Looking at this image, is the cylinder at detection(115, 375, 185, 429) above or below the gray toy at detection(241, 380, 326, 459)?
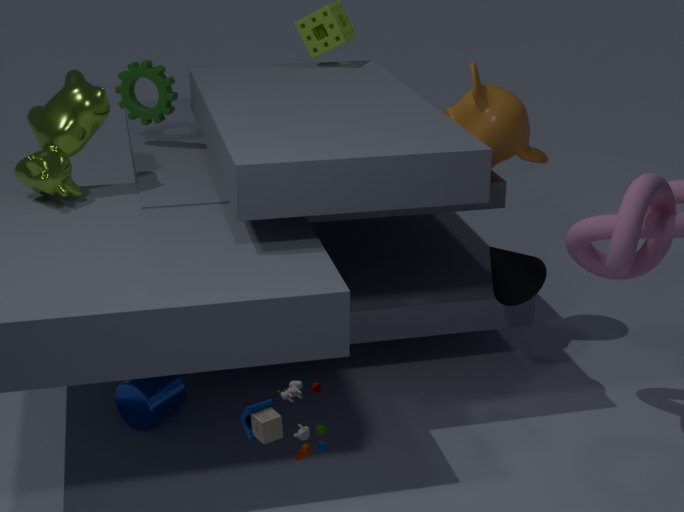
below
